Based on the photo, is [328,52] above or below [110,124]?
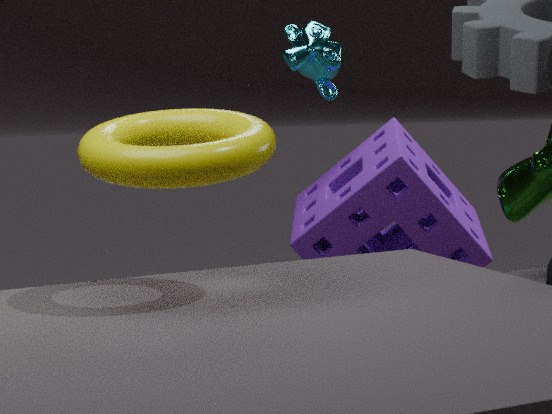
above
